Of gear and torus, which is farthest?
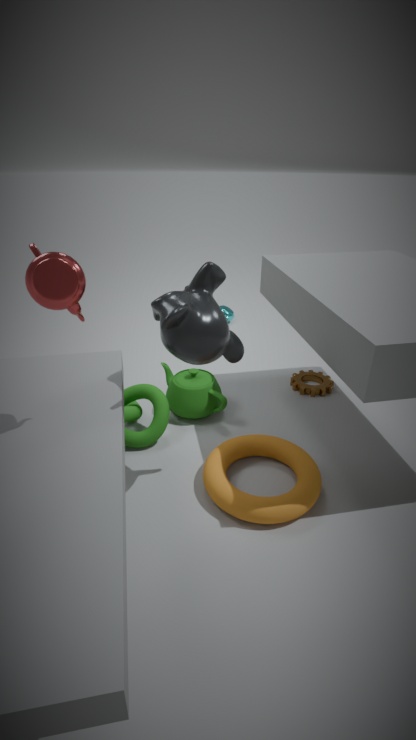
gear
